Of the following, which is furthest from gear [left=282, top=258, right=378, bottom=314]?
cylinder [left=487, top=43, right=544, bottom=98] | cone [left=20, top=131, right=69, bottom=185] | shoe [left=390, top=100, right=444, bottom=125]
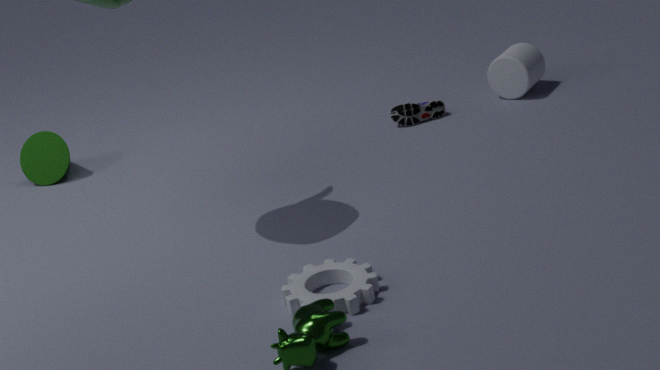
cone [left=20, top=131, right=69, bottom=185]
